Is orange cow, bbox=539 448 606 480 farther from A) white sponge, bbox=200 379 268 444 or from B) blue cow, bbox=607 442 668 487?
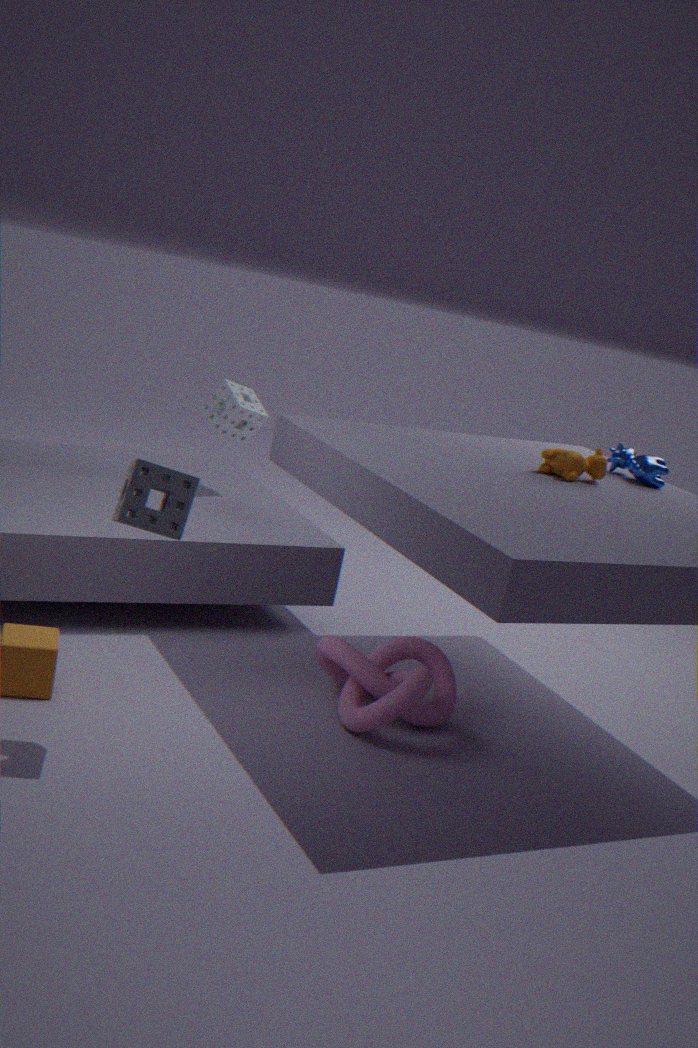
A) white sponge, bbox=200 379 268 444
